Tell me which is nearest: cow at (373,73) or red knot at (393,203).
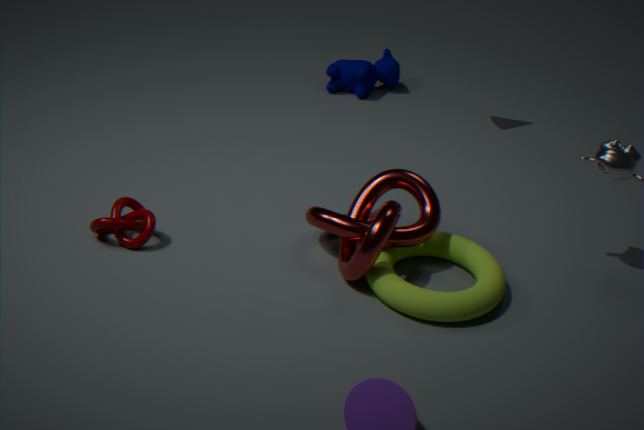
red knot at (393,203)
